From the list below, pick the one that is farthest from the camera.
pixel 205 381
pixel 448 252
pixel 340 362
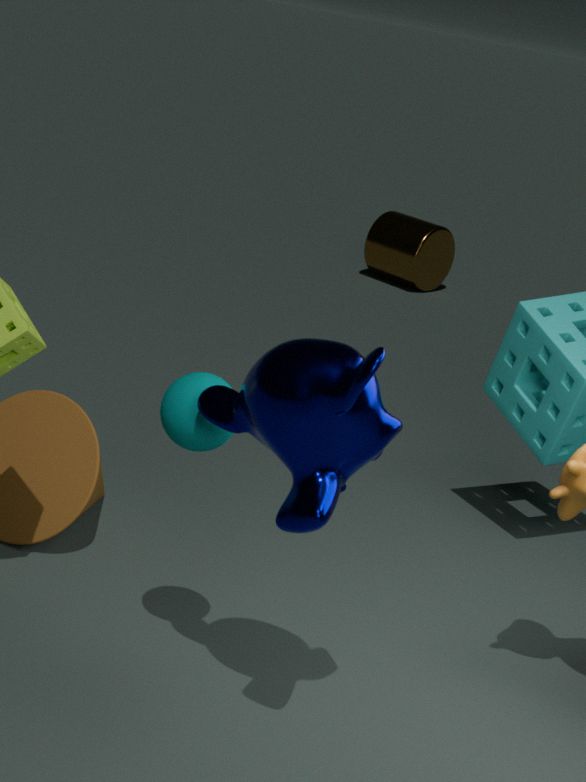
pixel 448 252
